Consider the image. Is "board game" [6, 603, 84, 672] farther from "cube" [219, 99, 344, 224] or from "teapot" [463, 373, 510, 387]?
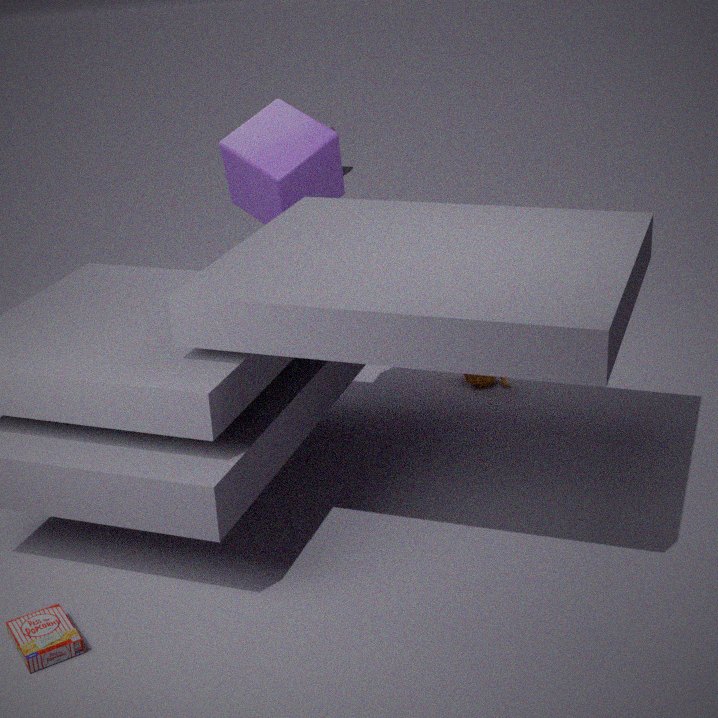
"teapot" [463, 373, 510, 387]
